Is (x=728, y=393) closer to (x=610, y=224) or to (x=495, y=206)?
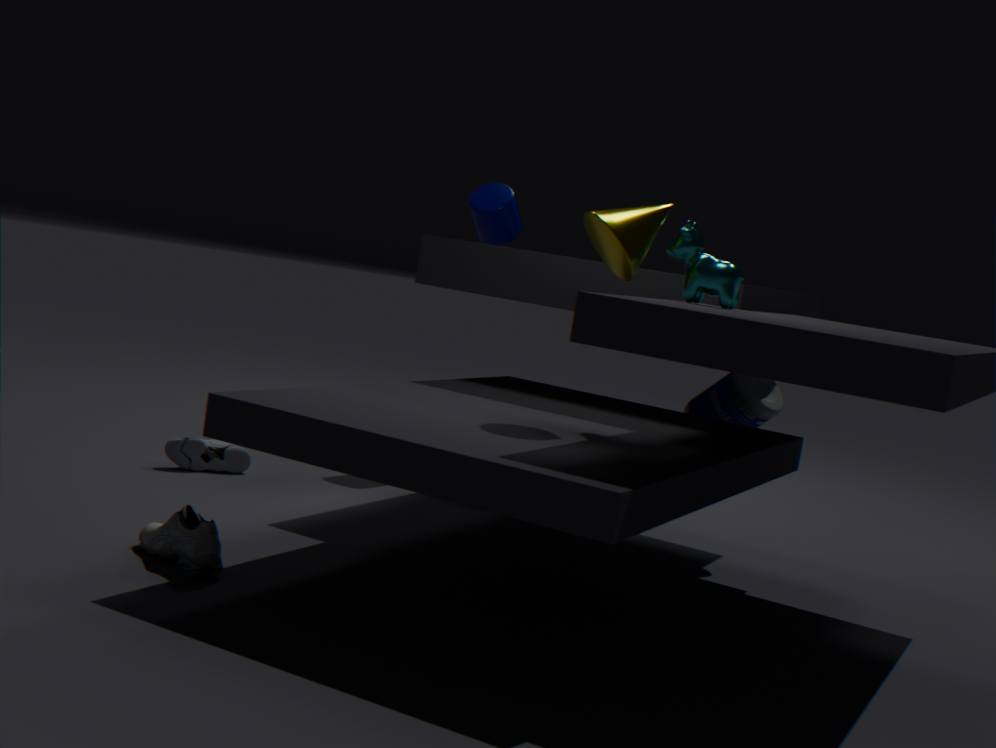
(x=610, y=224)
